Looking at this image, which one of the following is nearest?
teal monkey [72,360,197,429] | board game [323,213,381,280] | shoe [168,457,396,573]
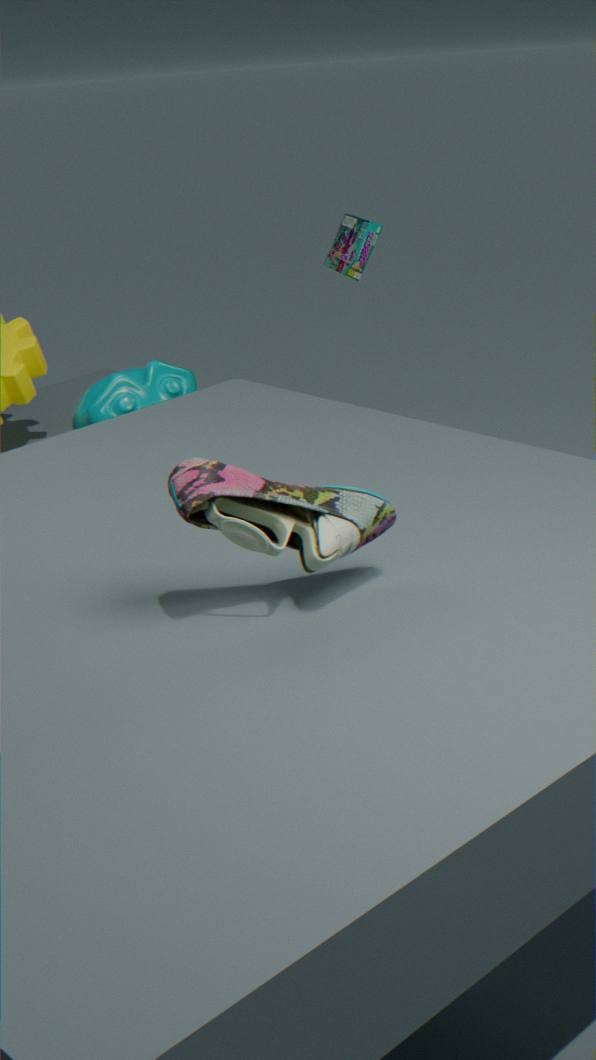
shoe [168,457,396,573]
